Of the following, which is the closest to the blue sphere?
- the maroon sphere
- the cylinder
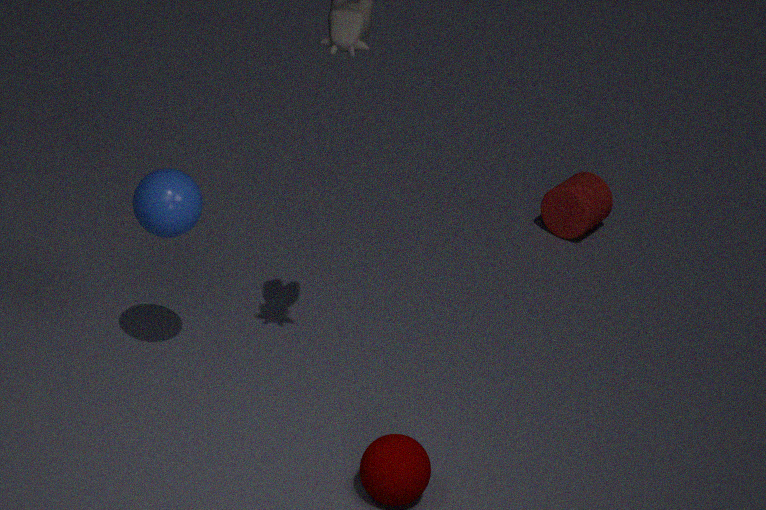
the maroon sphere
